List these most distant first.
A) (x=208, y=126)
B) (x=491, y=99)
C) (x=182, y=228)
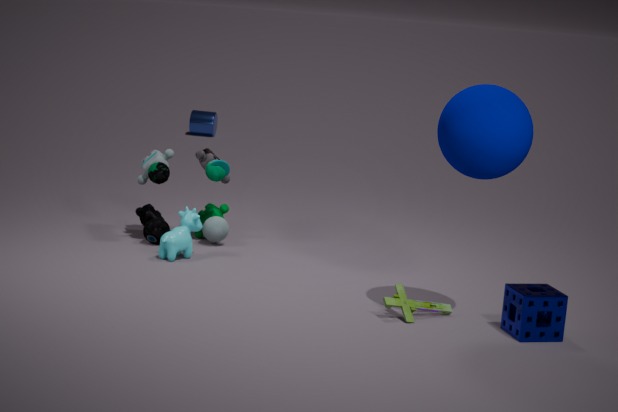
(x=208, y=126) < (x=182, y=228) < (x=491, y=99)
